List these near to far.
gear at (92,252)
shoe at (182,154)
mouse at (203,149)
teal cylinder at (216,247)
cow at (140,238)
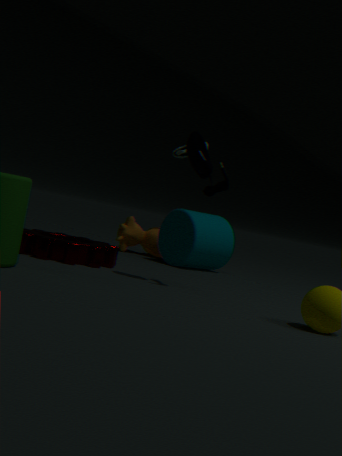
mouse at (203,149)
gear at (92,252)
teal cylinder at (216,247)
shoe at (182,154)
cow at (140,238)
